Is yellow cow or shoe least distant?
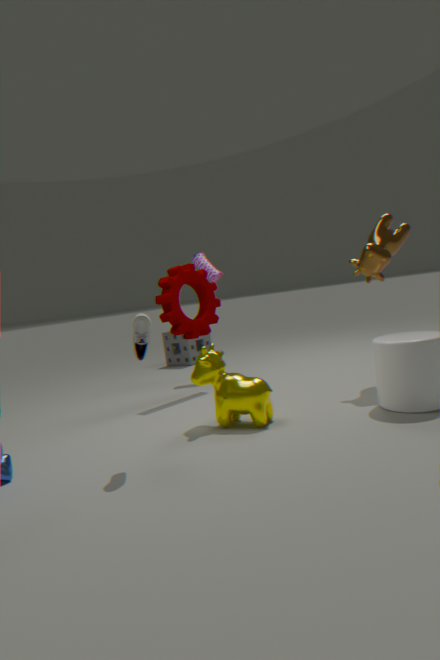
shoe
